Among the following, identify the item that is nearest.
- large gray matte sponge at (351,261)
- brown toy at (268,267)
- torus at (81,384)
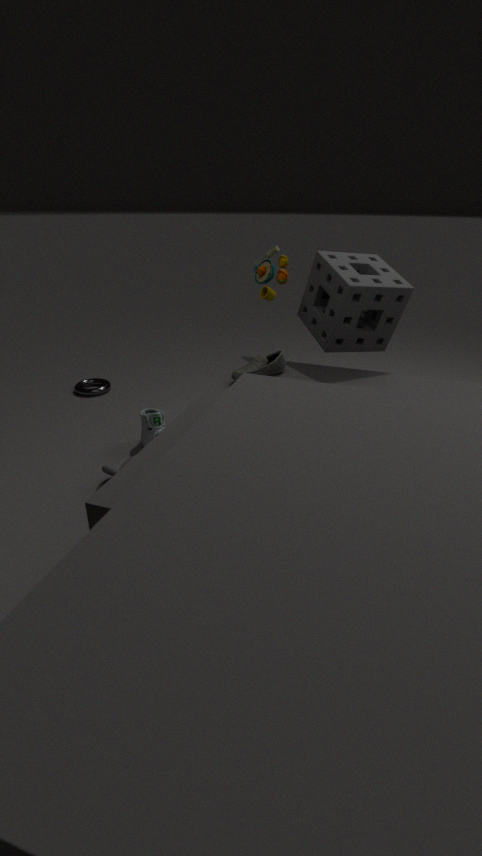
large gray matte sponge at (351,261)
